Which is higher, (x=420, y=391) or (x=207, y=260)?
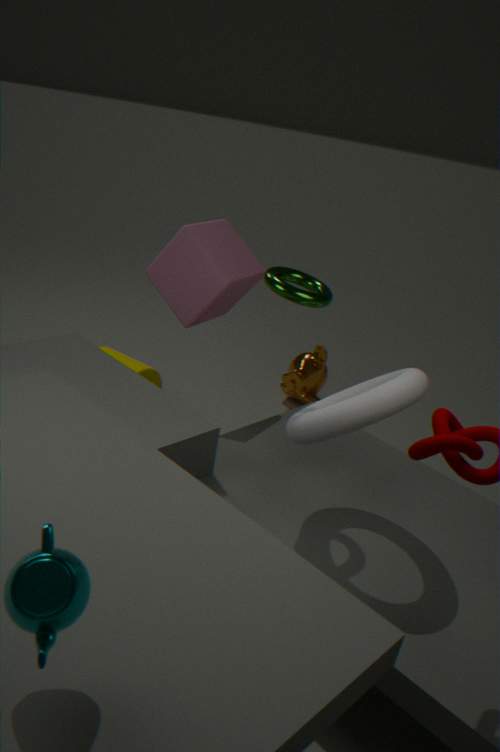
(x=207, y=260)
